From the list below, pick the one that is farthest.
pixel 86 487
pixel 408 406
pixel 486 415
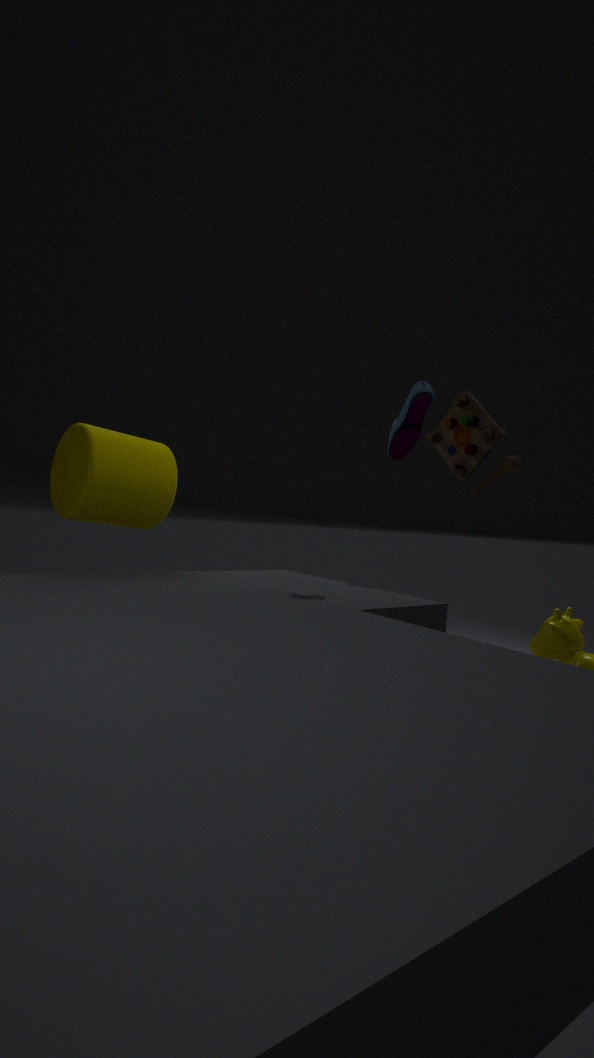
pixel 486 415
